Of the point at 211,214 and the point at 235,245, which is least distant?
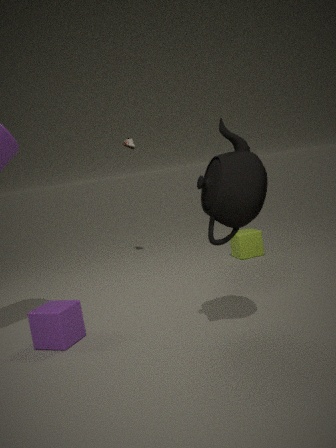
the point at 211,214
